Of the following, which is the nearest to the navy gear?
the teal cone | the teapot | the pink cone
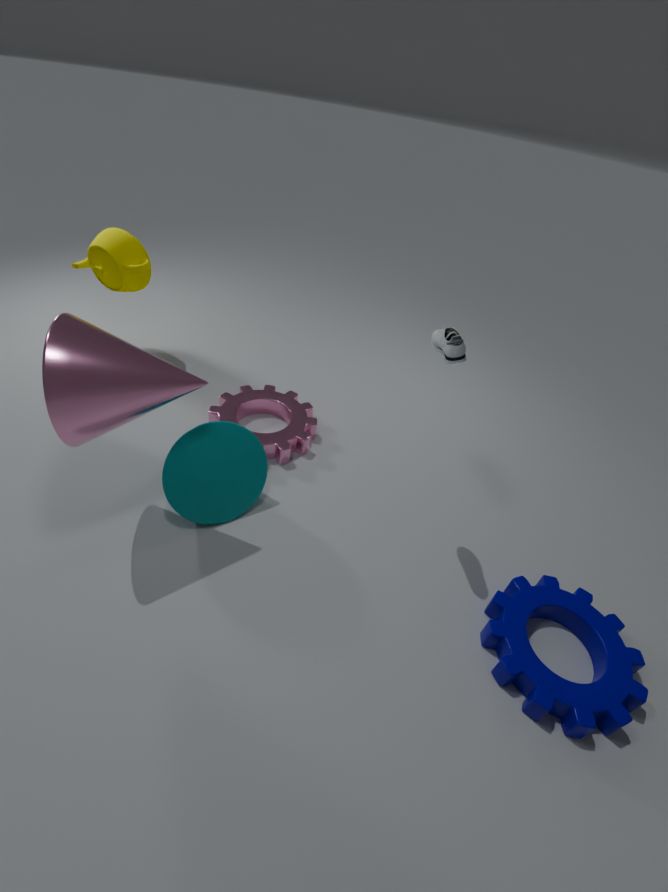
the teal cone
